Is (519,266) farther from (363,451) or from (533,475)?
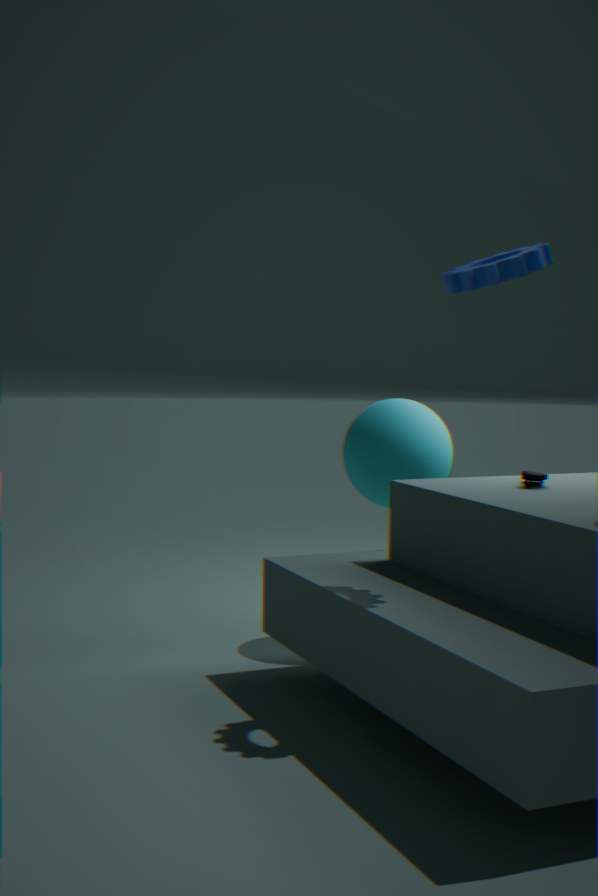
(363,451)
